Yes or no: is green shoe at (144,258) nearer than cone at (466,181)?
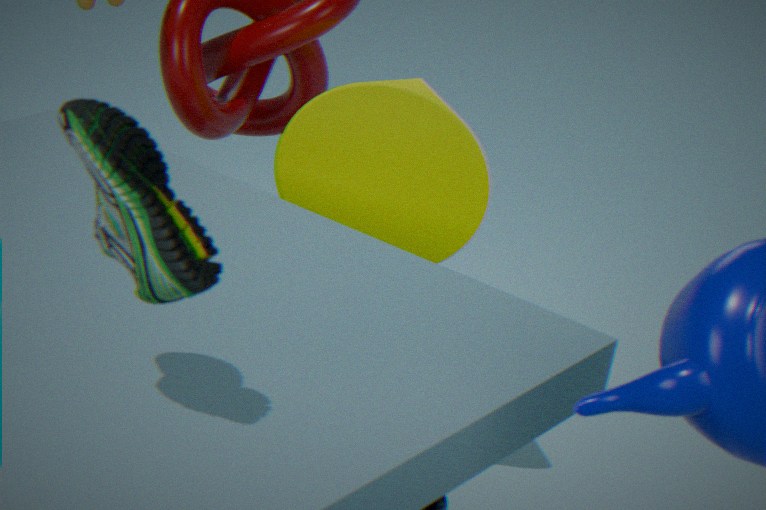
Yes
